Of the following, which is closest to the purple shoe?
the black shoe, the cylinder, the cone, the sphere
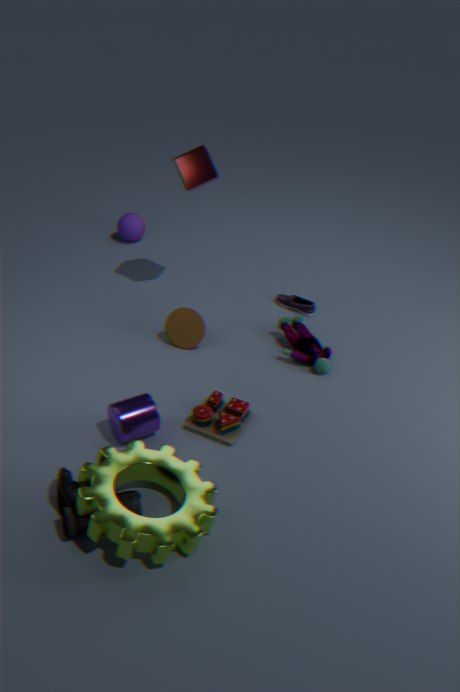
the cone
